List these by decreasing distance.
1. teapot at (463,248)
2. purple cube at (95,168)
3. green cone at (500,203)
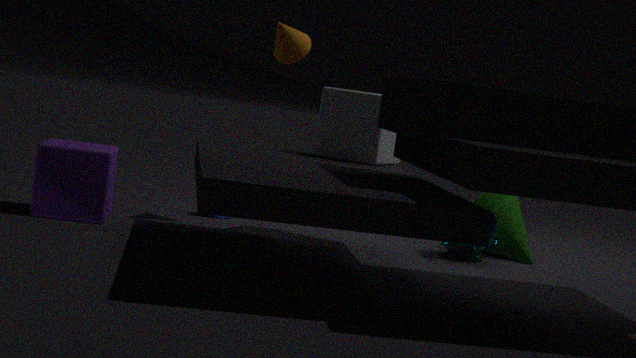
green cone at (500,203) → teapot at (463,248) → purple cube at (95,168)
